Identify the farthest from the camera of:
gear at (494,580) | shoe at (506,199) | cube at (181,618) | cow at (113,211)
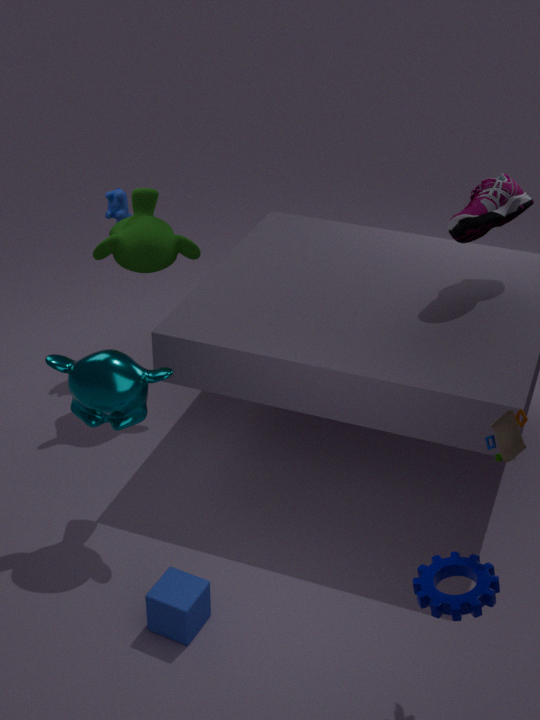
cow at (113,211)
